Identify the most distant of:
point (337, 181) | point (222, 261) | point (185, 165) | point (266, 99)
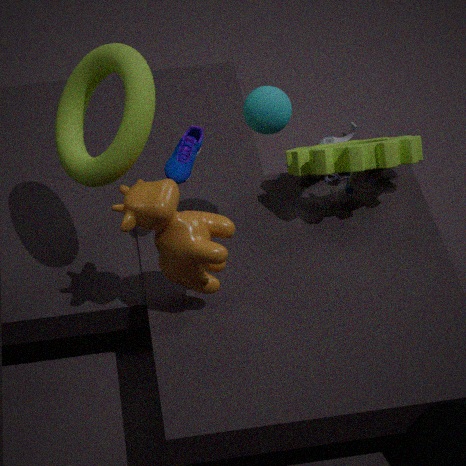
point (337, 181)
